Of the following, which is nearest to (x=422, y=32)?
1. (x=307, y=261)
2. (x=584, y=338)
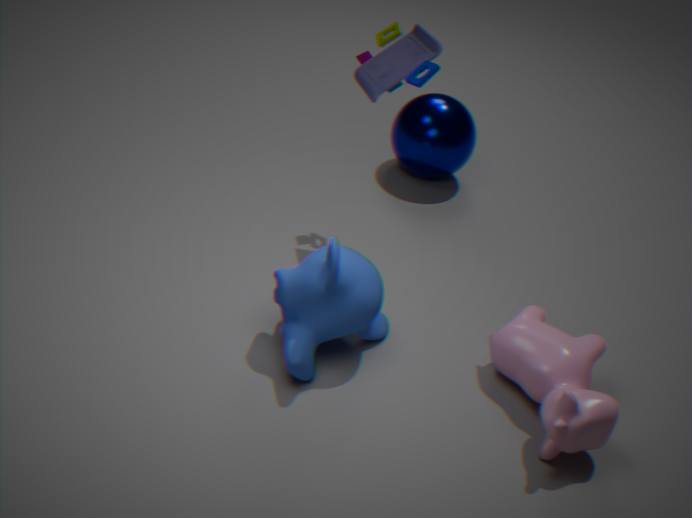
(x=307, y=261)
